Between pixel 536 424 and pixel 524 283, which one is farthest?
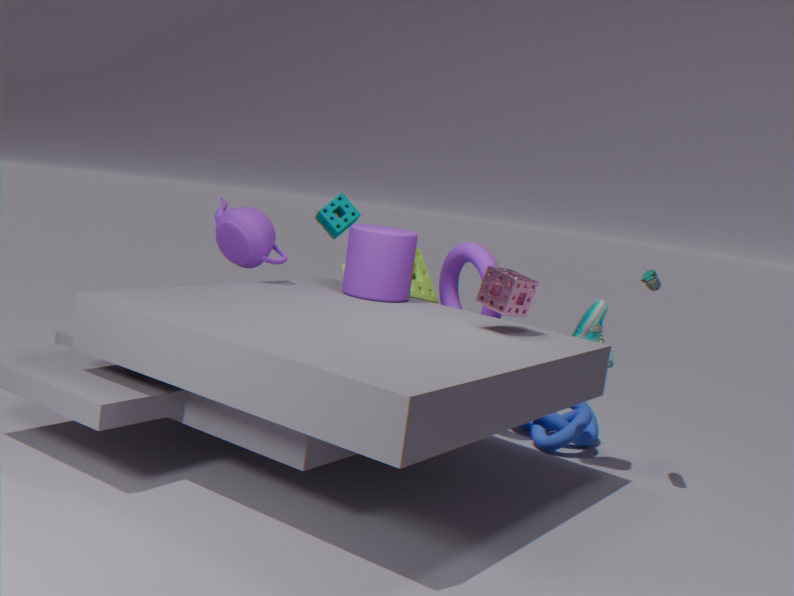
pixel 536 424
